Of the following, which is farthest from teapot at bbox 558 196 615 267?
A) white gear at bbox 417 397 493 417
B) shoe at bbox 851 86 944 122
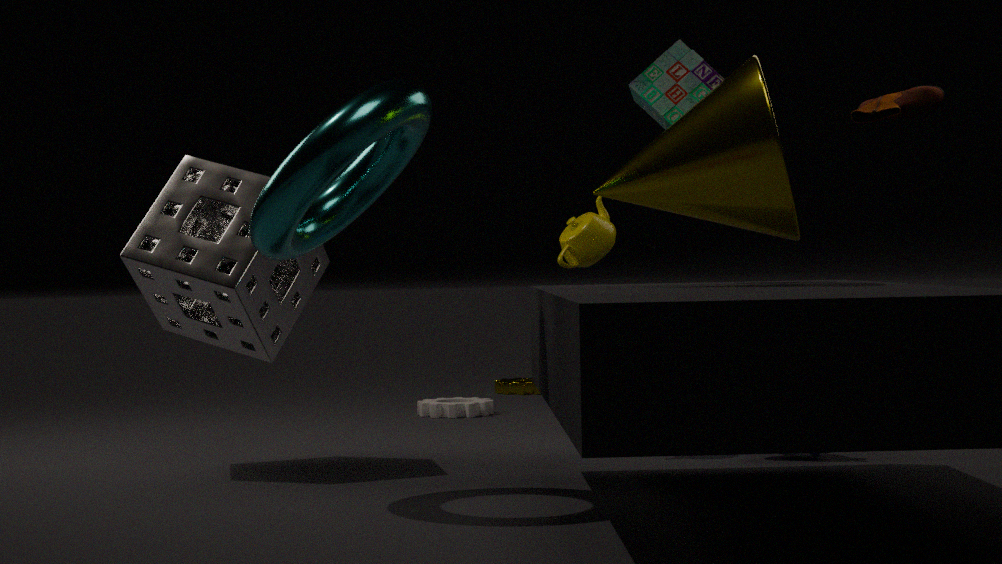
white gear at bbox 417 397 493 417
